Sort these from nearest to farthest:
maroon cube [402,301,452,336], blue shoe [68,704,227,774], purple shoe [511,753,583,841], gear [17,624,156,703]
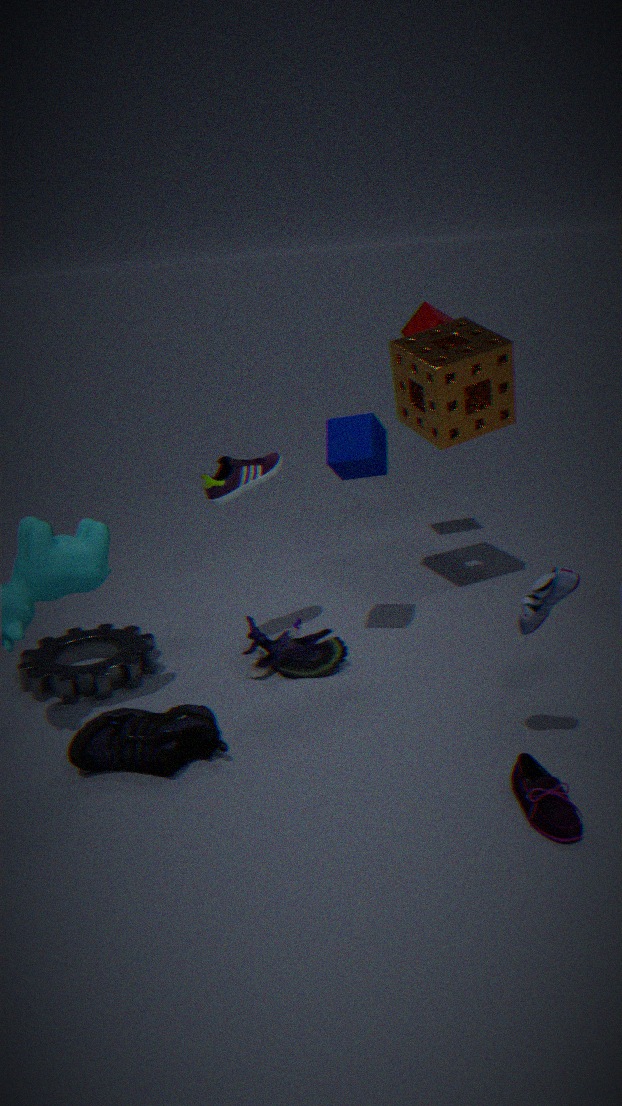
purple shoe [511,753,583,841] < blue shoe [68,704,227,774] < gear [17,624,156,703] < maroon cube [402,301,452,336]
